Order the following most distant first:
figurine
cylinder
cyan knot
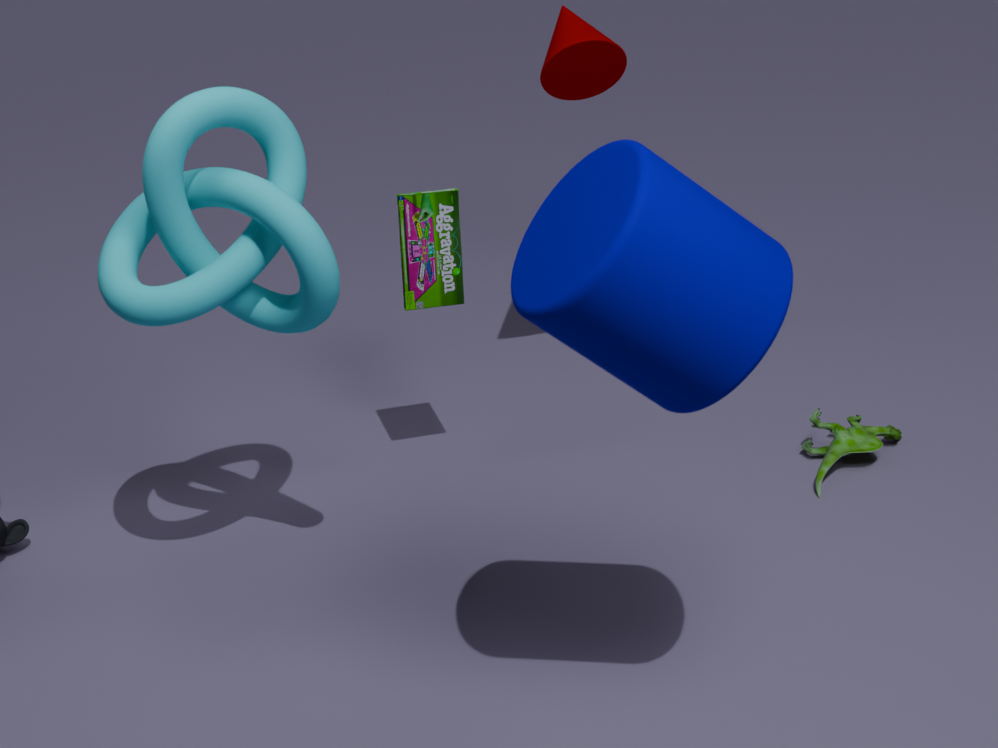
1. figurine
2. cyan knot
3. cylinder
